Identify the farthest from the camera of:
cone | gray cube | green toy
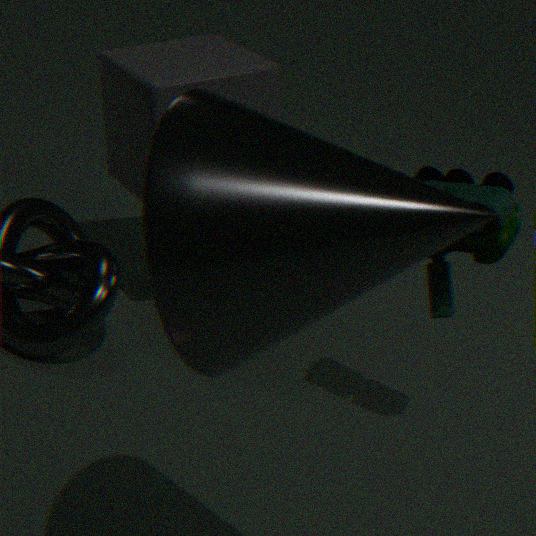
gray cube
